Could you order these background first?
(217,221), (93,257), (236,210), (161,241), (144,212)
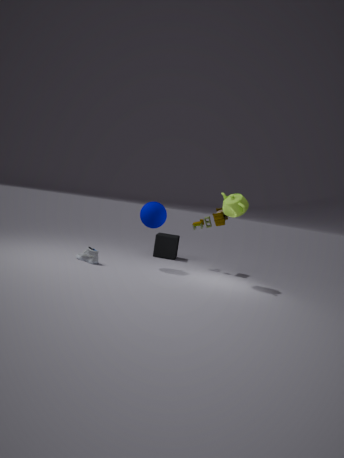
1. (161,241)
2. (217,221)
3. (144,212)
4. (93,257)
5. (236,210)
